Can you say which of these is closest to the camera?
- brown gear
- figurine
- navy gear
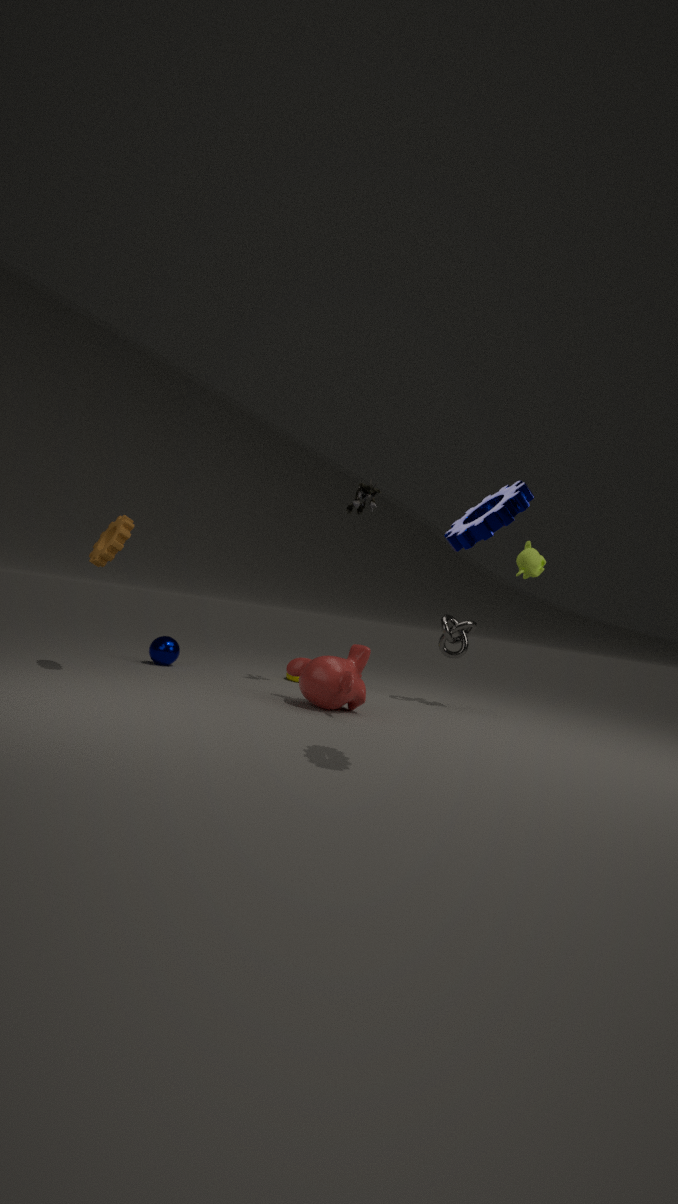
navy gear
